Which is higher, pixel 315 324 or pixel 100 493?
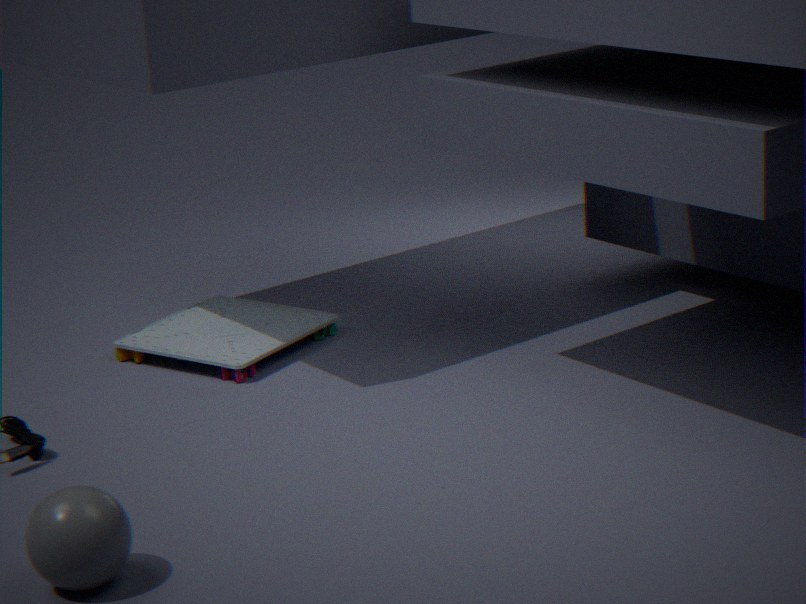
pixel 100 493
